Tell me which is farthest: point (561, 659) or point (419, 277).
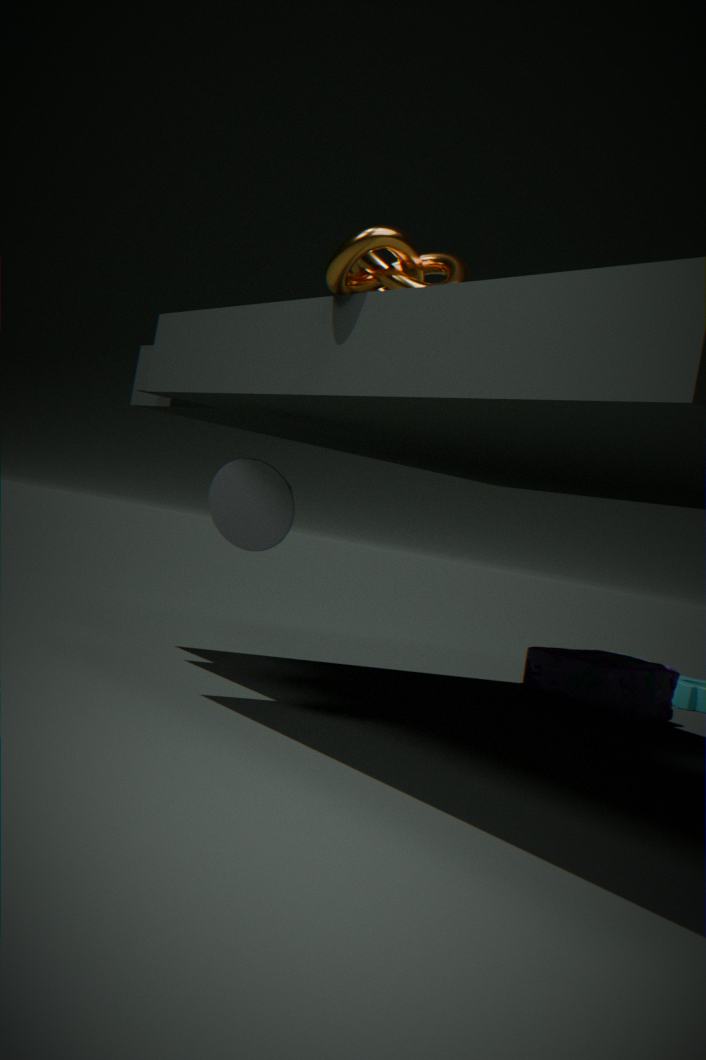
point (561, 659)
